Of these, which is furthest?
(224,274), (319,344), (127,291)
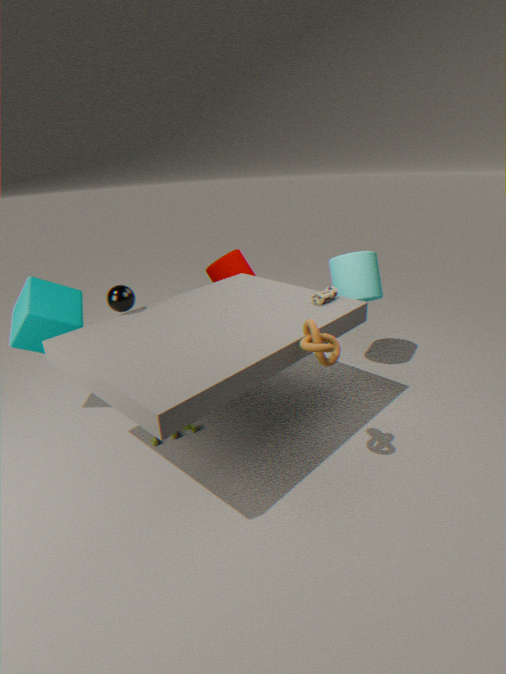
(224,274)
